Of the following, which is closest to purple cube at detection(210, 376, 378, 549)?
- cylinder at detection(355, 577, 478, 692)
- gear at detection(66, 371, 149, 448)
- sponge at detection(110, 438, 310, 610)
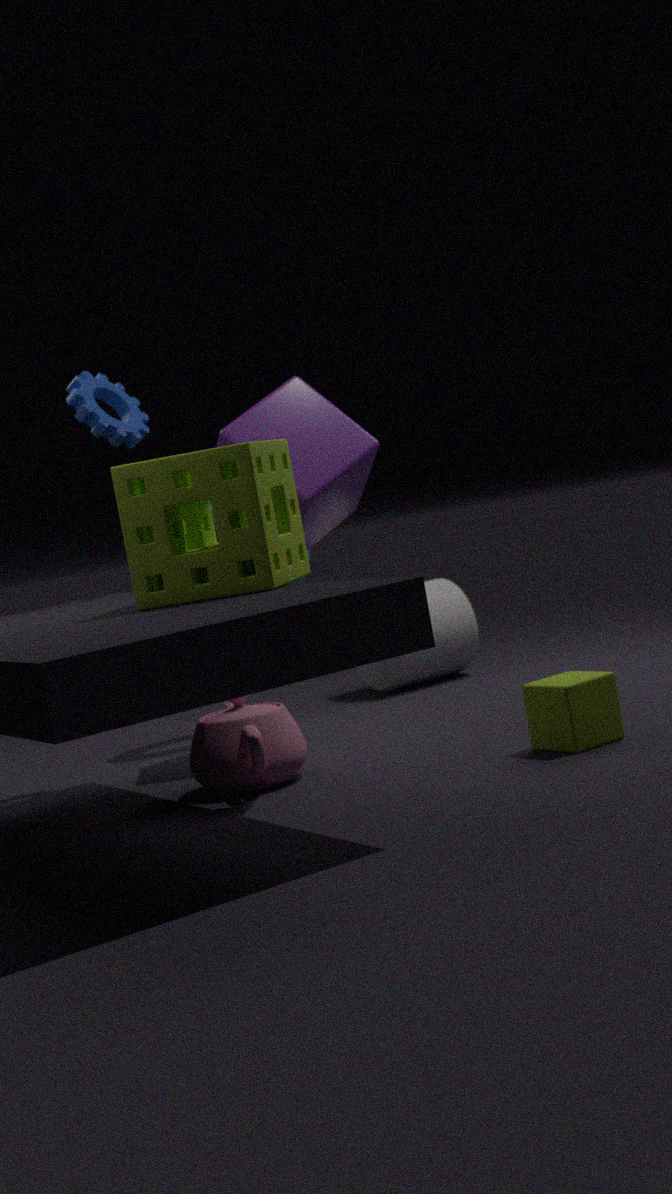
gear at detection(66, 371, 149, 448)
